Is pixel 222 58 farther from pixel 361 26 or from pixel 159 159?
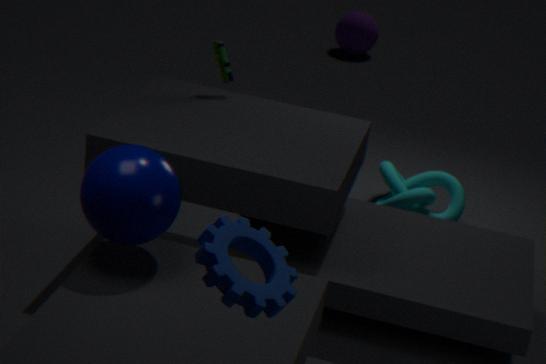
pixel 361 26
